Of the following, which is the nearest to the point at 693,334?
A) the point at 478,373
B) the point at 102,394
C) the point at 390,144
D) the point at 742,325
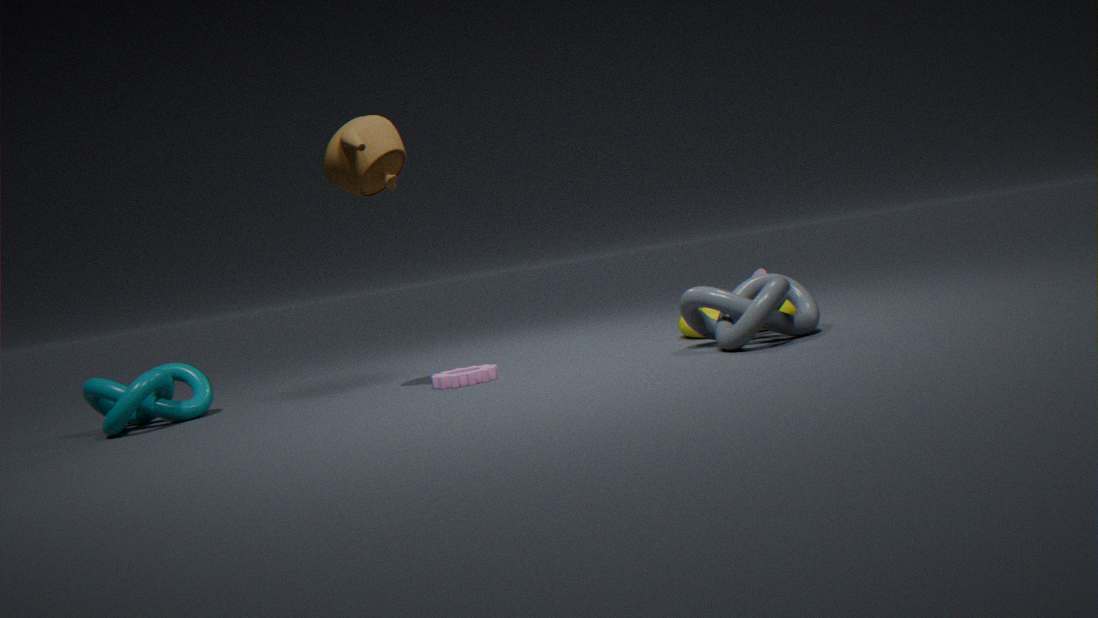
the point at 742,325
